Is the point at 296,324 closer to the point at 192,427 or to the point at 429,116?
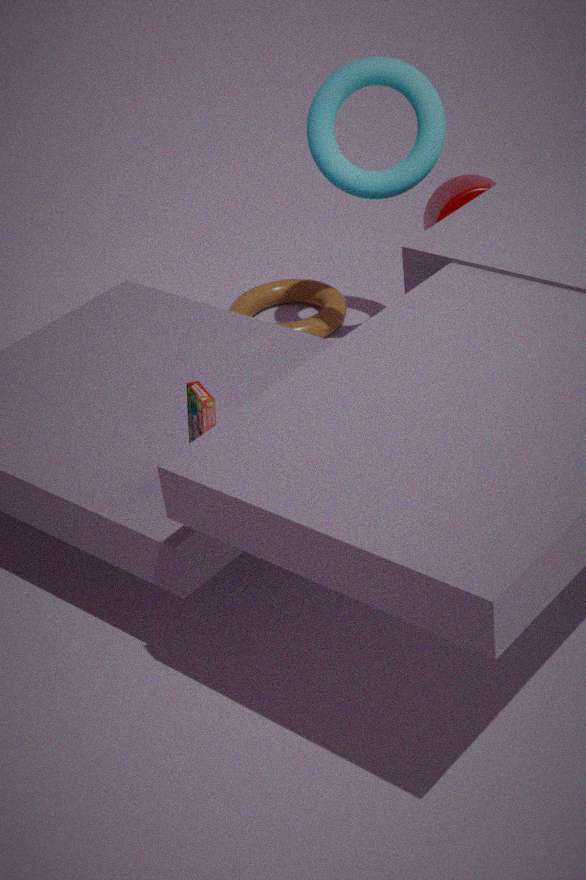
the point at 429,116
